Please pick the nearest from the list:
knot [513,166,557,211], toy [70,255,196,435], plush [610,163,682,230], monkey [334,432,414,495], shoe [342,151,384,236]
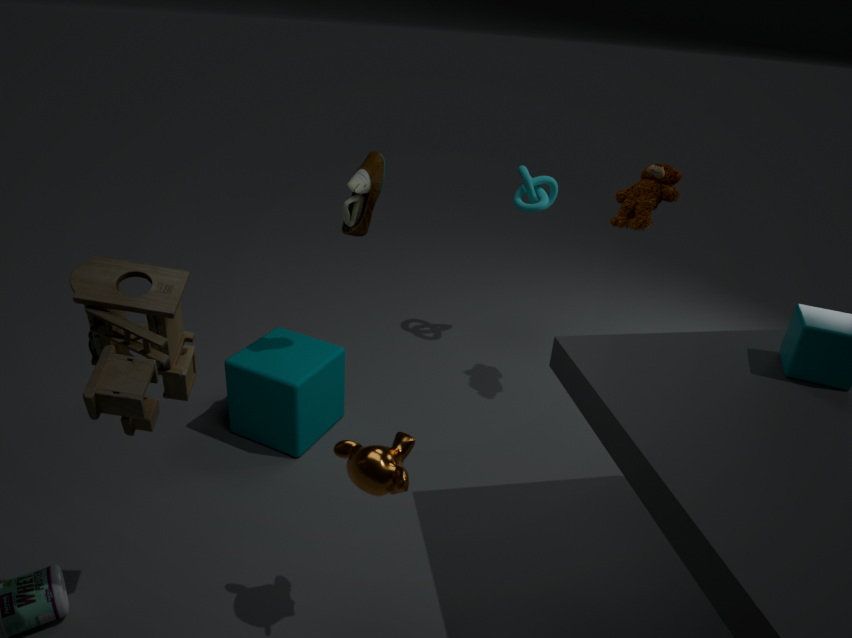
toy [70,255,196,435]
